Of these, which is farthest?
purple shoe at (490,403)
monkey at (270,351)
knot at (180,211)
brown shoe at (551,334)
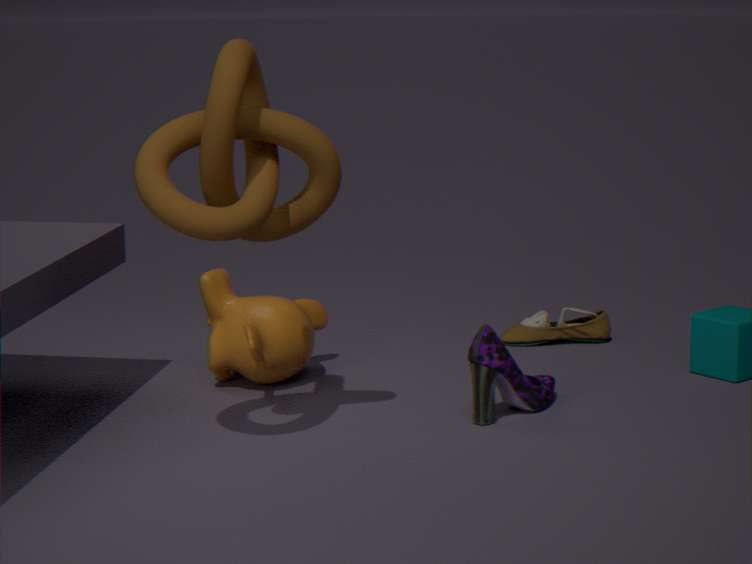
brown shoe at (551,334)
